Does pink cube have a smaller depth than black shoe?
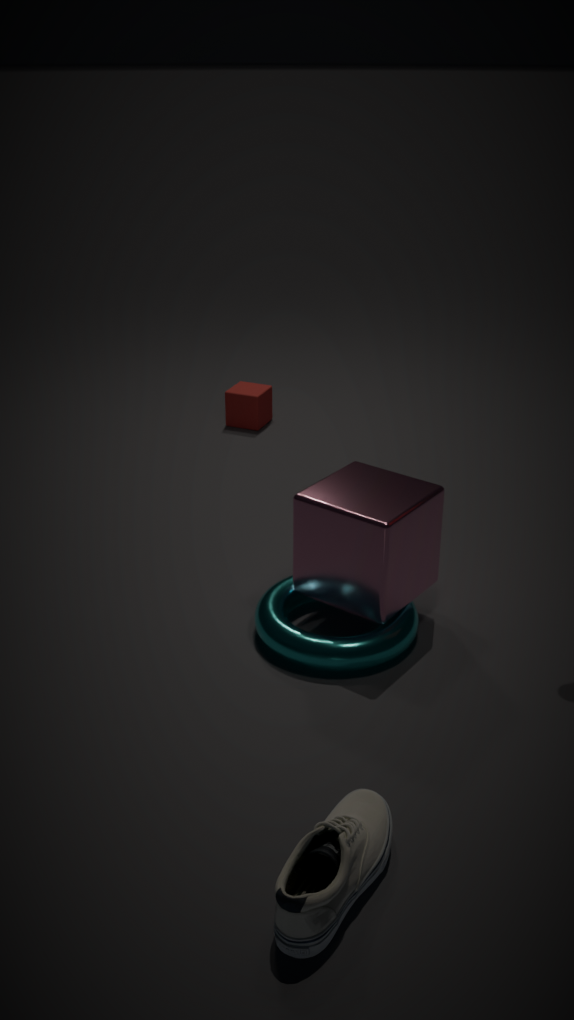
No
